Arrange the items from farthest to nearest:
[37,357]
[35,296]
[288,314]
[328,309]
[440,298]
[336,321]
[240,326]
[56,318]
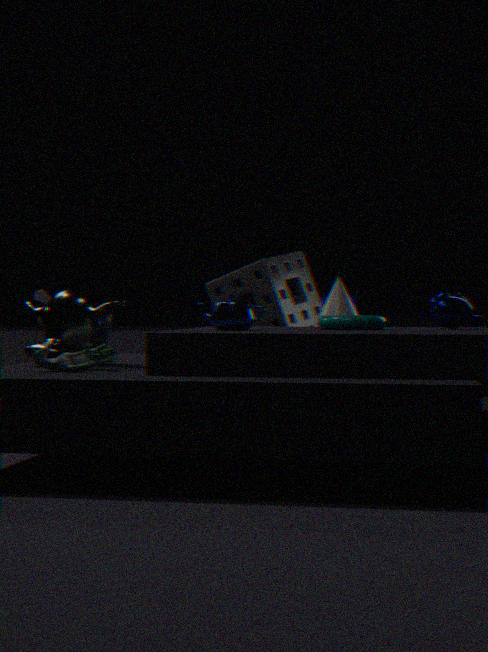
[35,296]
[288,314]
[328,309]
[440,298]
[56,318]
[336,321]
[240,326]
[37,357]
